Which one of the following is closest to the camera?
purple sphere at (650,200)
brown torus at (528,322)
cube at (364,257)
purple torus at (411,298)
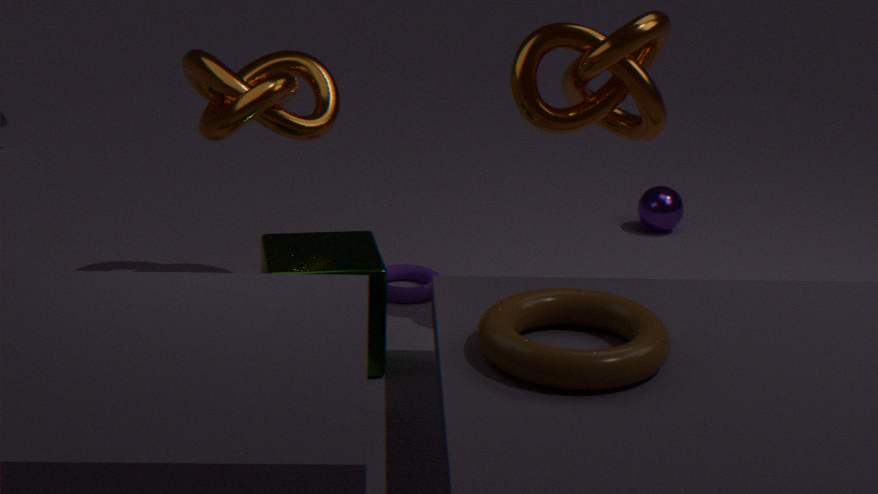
brown torus at (528,322)
